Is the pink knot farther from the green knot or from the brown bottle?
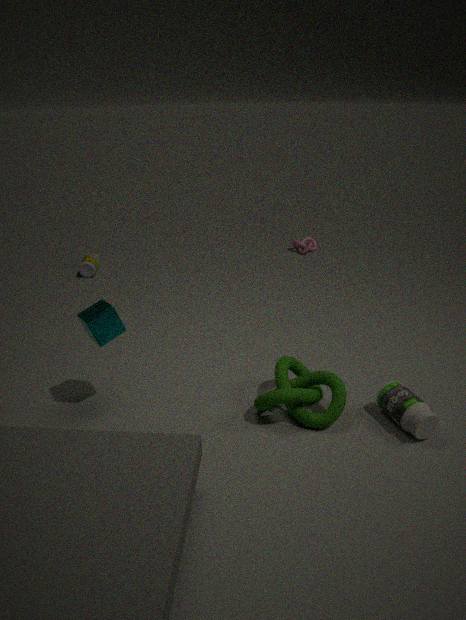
the green knot
